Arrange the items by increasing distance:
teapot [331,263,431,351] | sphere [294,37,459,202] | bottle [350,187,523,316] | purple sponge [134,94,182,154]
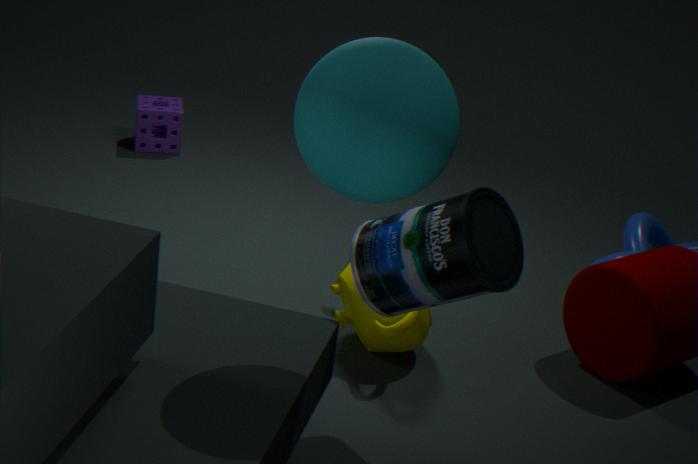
sphere [294,37,459,202], bottle [350,187,523,316], teapot [331,263,431,351], purple sponge [134,94,182,154]
